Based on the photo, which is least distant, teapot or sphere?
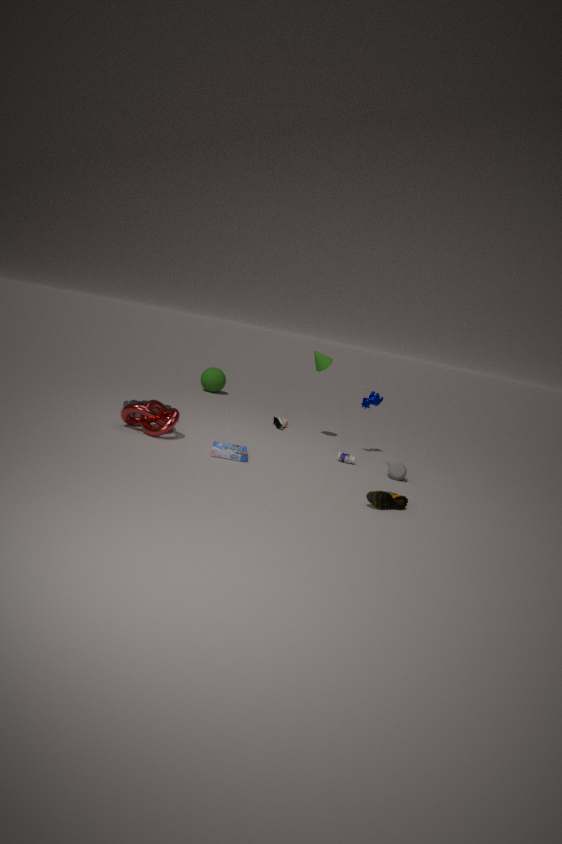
teapot
